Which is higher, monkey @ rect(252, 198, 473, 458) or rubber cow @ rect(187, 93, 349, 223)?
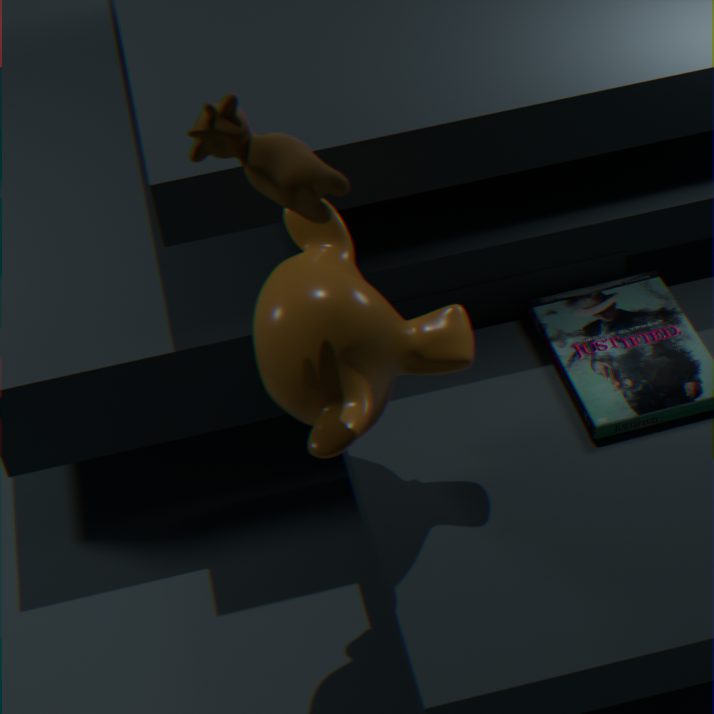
rubber cow @ rect(187, 93, 349, 223)
